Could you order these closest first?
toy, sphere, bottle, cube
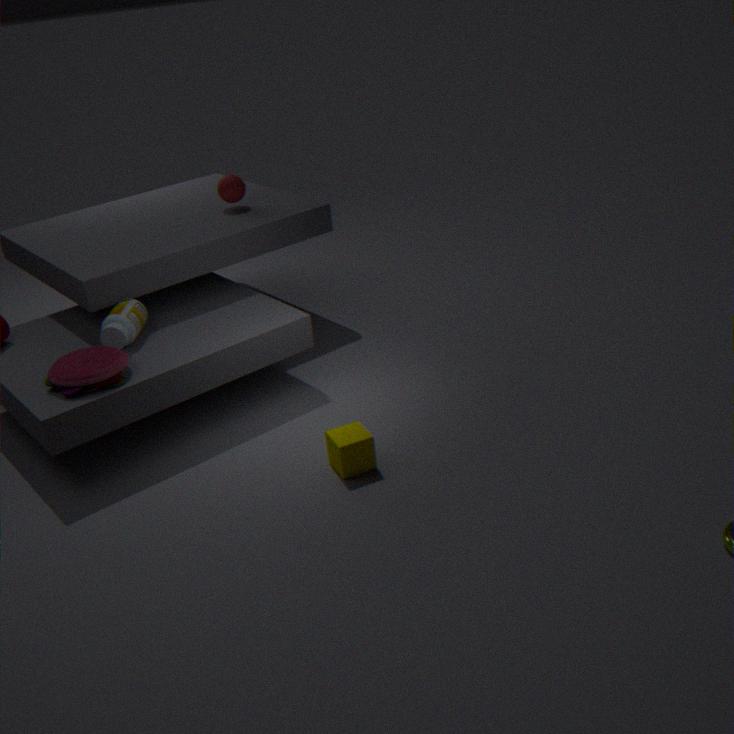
1. cube
2. toy
3. bottle
4. sphere
